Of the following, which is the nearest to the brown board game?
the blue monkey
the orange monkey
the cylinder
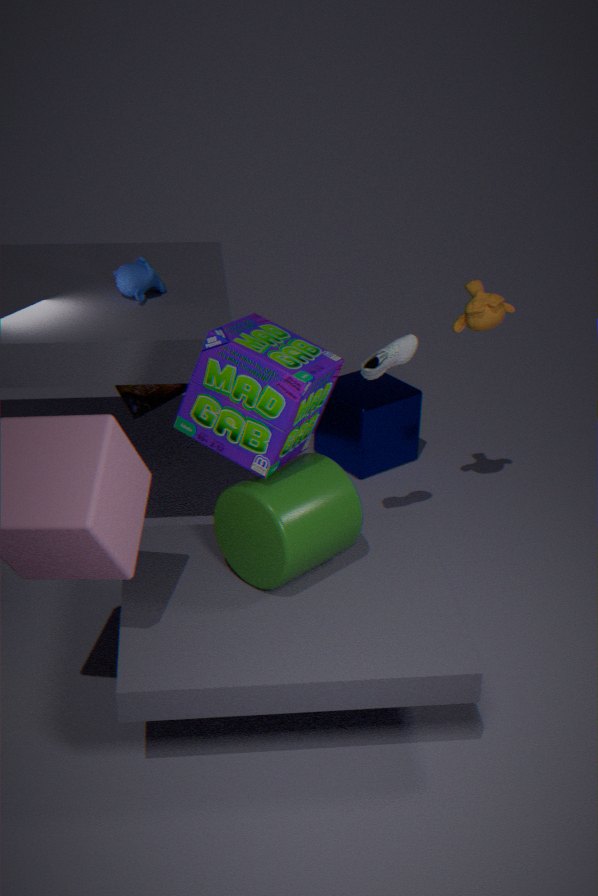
the blue monkey
